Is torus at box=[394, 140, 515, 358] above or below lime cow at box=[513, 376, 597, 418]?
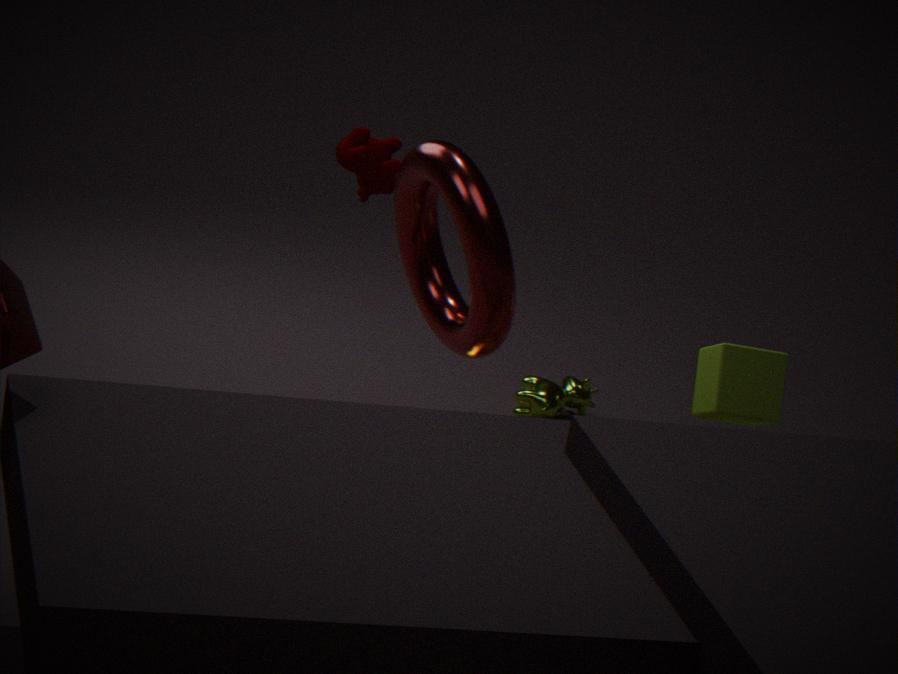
above
